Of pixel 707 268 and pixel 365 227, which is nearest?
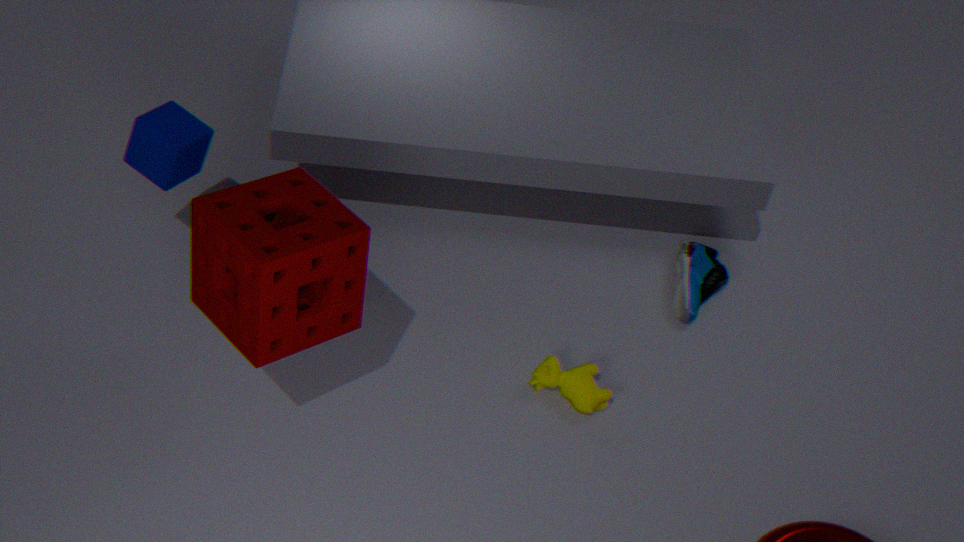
pixel 365 227
